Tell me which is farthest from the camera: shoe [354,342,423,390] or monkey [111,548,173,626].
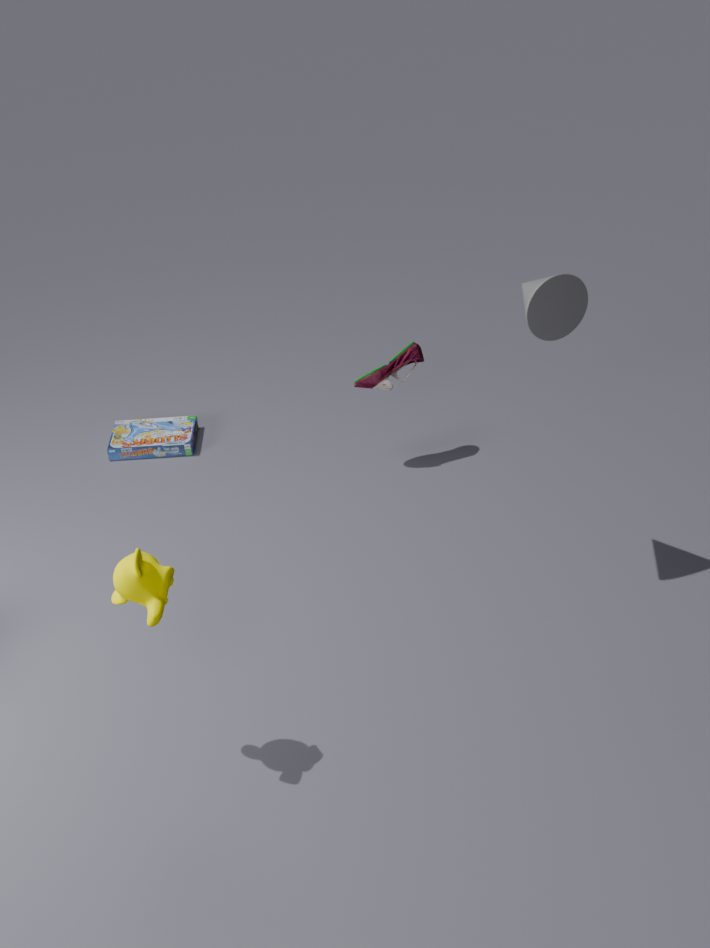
shoe [354,342,423,390]
